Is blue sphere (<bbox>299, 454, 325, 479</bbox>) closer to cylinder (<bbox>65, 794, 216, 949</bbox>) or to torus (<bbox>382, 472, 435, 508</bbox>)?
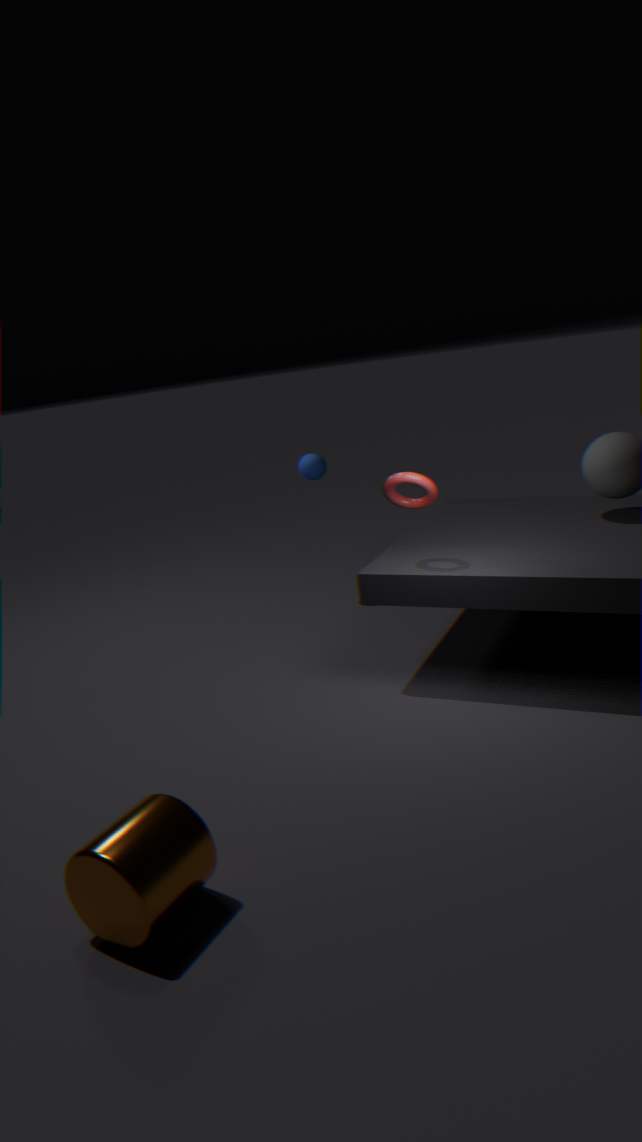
torus (<bbox>382, 472, 435, 508</bbox>)
